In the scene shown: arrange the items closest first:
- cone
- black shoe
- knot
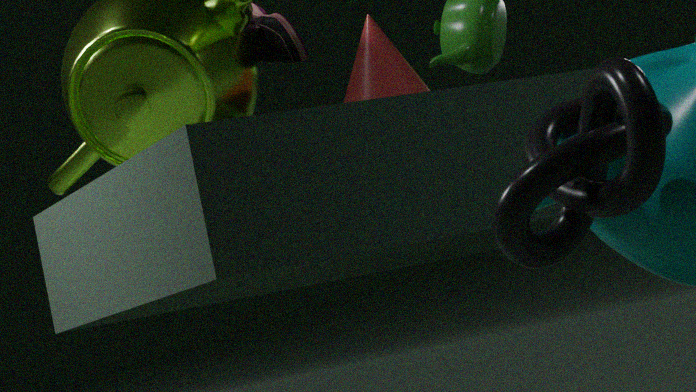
1. knot
2. black shoe
3. cone
